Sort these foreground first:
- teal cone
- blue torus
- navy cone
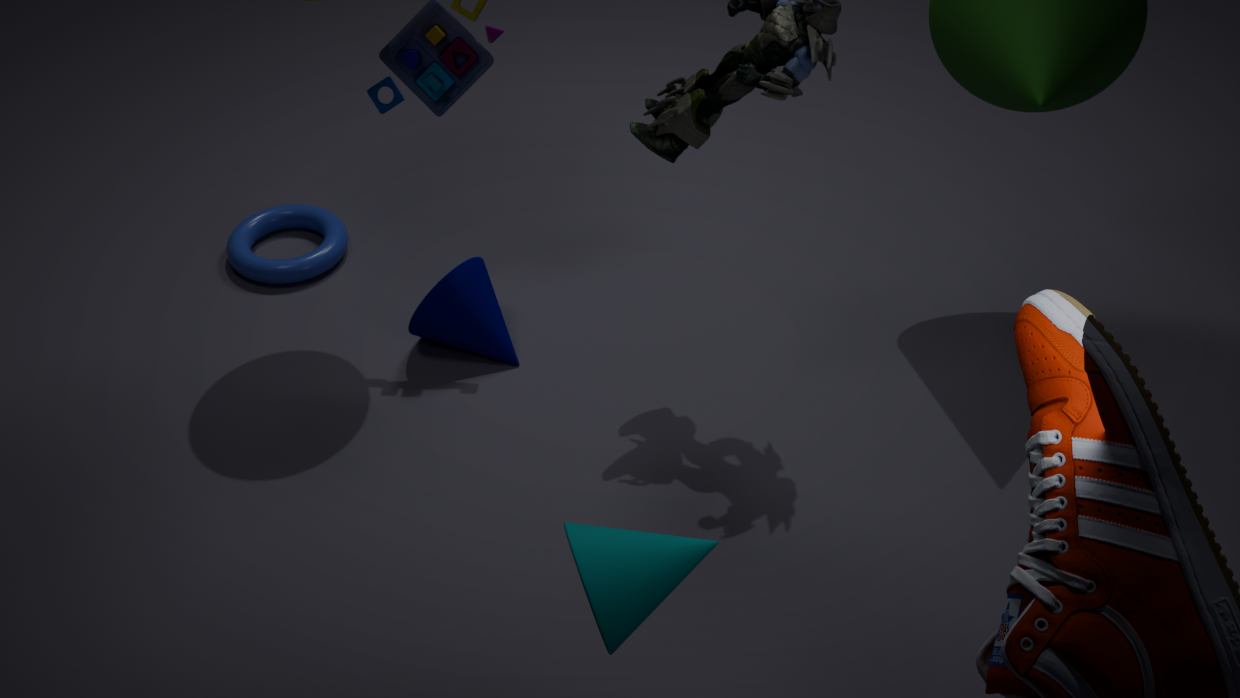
teal cone < navy cone < blue torus
